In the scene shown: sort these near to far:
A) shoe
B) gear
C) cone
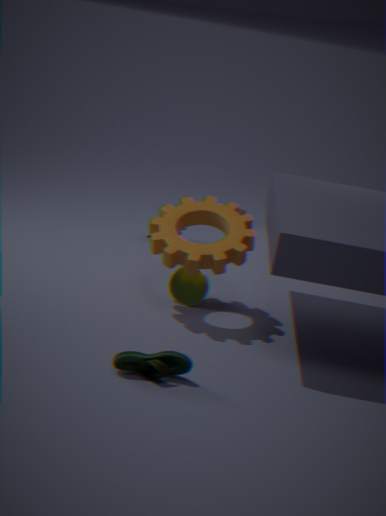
shoe < gear < cone
